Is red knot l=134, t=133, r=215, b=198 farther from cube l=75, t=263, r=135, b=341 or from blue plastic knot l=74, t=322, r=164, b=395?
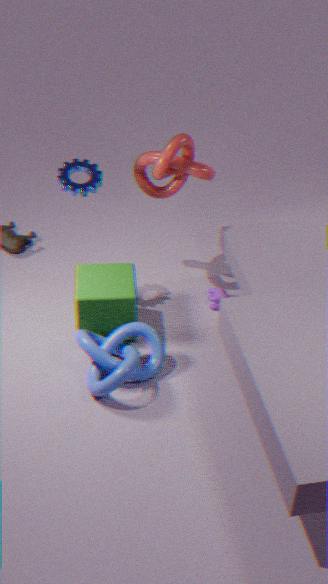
blue plastic knot l=74, t=322, r=164, b=395
